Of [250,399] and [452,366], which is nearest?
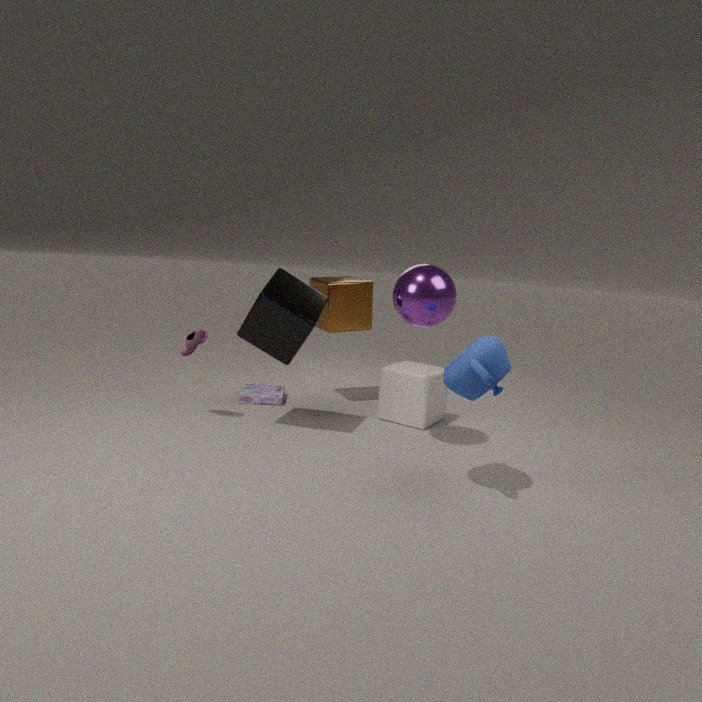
[452,366]
